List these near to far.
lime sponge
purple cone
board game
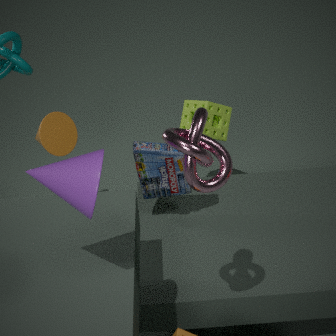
1. purple cone
2. board game
3. lime sponge
